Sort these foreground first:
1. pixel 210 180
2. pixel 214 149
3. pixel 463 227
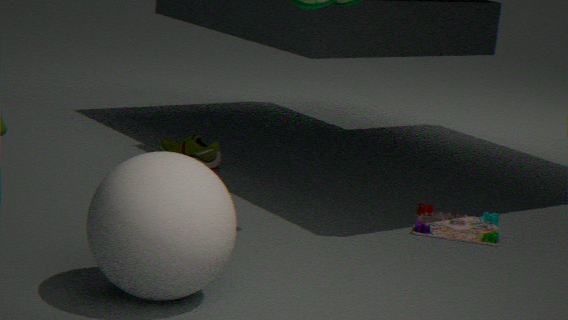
1. pixel 210 180
2. pixel 463 227
3. pixel 214 149
